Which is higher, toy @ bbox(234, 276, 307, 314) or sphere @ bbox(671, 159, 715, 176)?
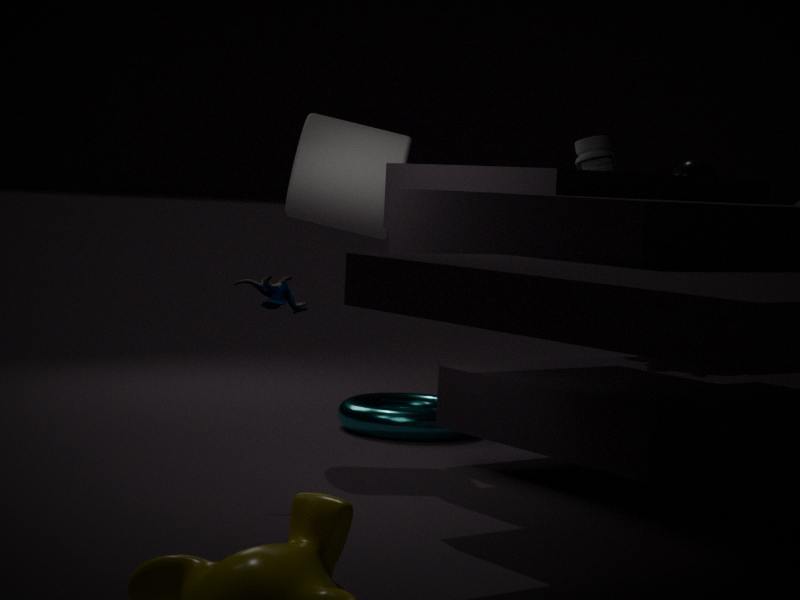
sphere @ bbox(671, 159, 715, 176)
